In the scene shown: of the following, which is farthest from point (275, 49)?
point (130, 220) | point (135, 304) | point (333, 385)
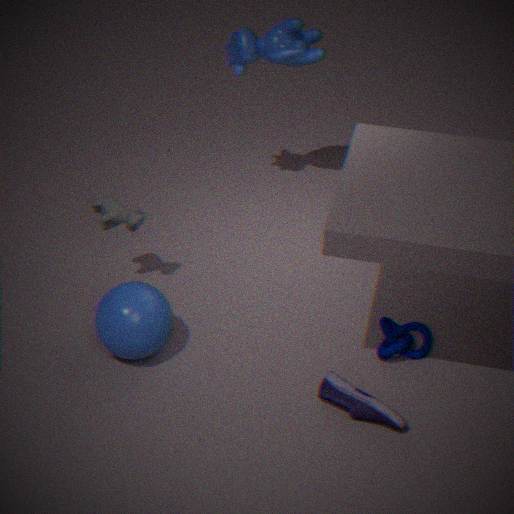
point (333, 385)
